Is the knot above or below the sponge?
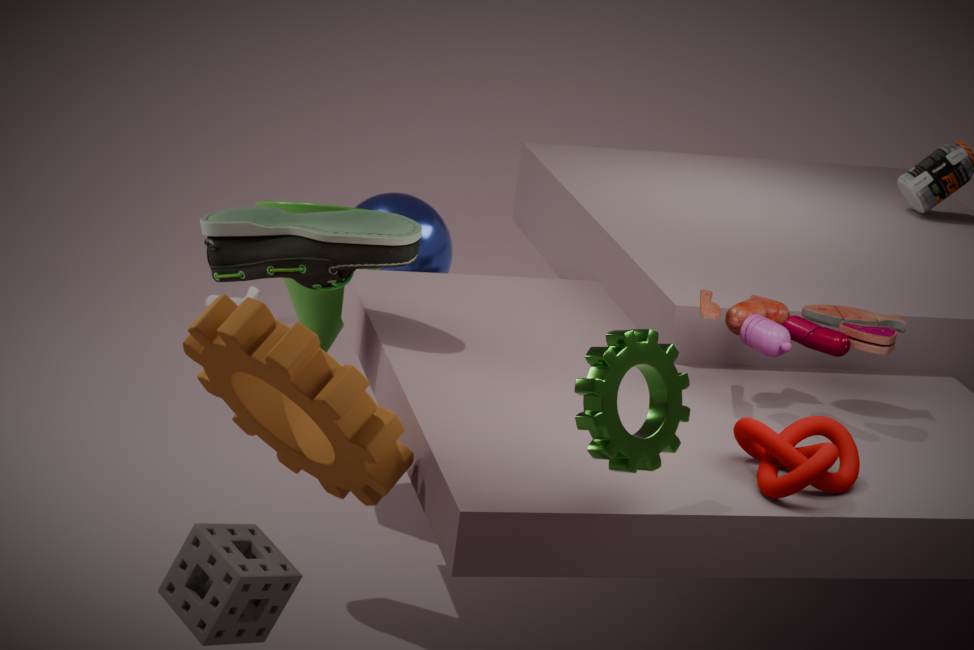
above
